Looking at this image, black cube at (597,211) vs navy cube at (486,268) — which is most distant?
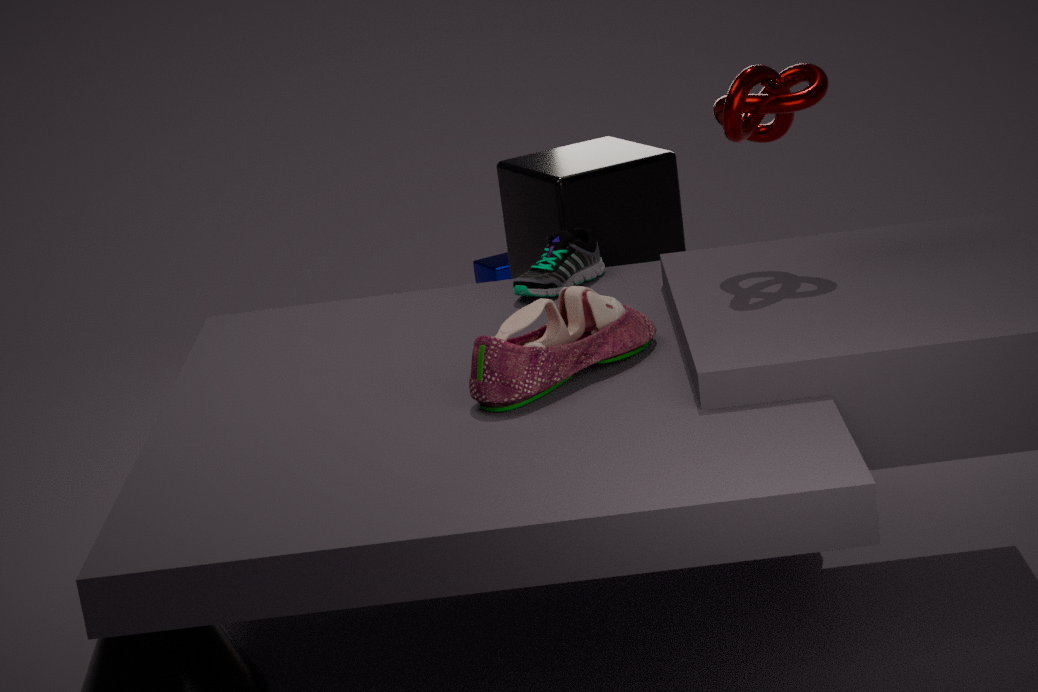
navy cube at (486,268)
